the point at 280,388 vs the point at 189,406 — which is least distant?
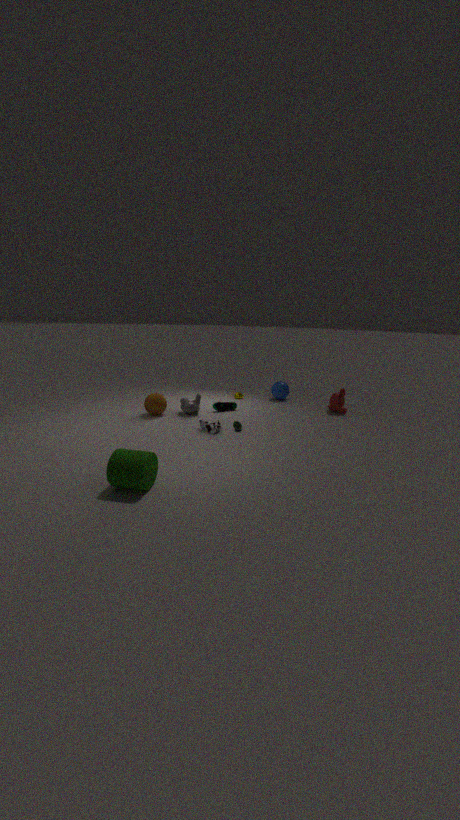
the point at 189,406
